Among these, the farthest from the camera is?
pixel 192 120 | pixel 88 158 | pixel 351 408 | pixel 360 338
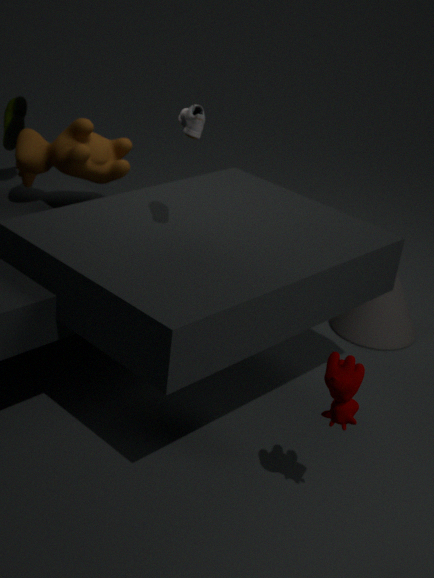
pixel 360 338
